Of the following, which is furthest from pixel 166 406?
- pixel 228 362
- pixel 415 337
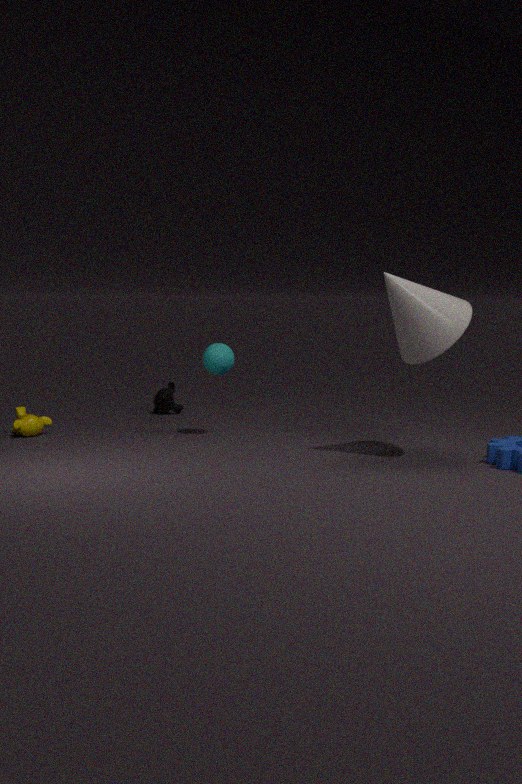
pixel 415 337
